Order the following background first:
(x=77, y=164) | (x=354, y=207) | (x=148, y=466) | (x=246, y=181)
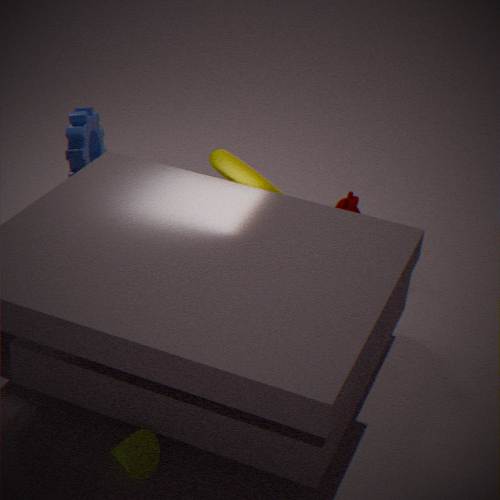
(x=77, y=164) < (x=354, y=207) < (x=246, y=181) < (x=148, y=466)
